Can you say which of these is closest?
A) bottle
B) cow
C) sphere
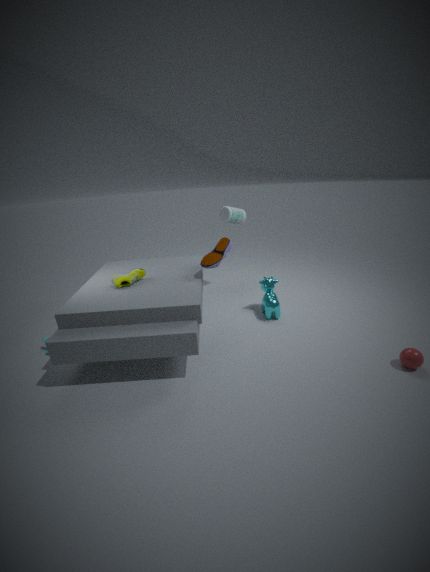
sphere
